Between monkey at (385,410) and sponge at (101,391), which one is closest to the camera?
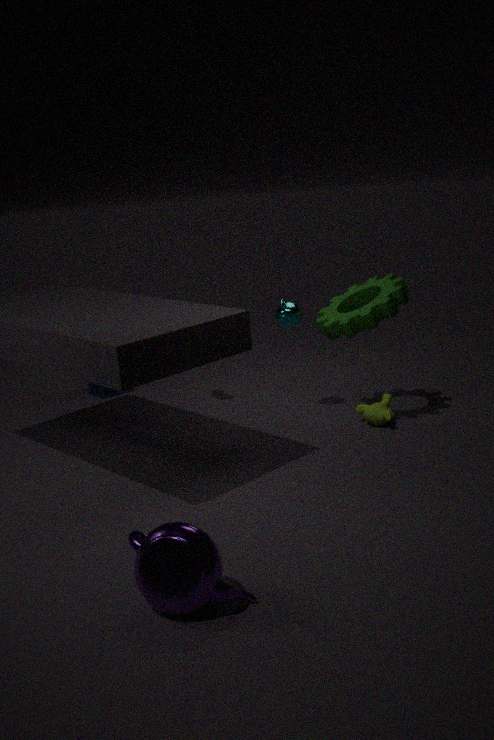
monkey at (385,410)
